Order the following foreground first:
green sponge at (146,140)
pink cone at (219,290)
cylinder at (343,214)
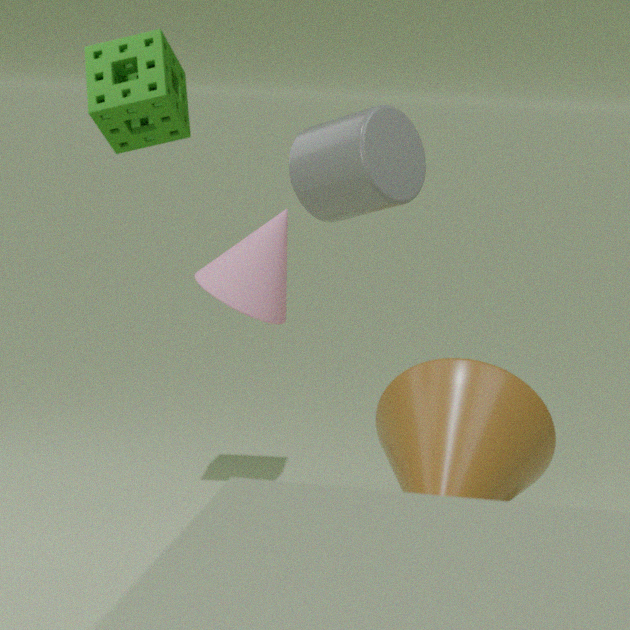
cylinder at (343,214)
pink cone at (219,290)
green sponge at (146,140)
